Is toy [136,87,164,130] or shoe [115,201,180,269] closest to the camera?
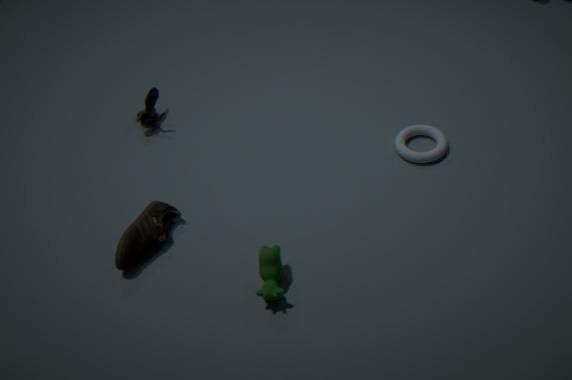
shoe [115,201,180,269]
